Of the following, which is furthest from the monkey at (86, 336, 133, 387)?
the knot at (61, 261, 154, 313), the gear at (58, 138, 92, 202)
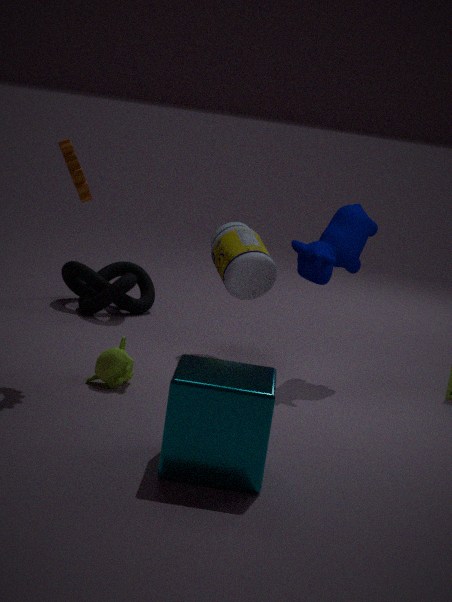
the knot at (61, 261, 154, 313)
